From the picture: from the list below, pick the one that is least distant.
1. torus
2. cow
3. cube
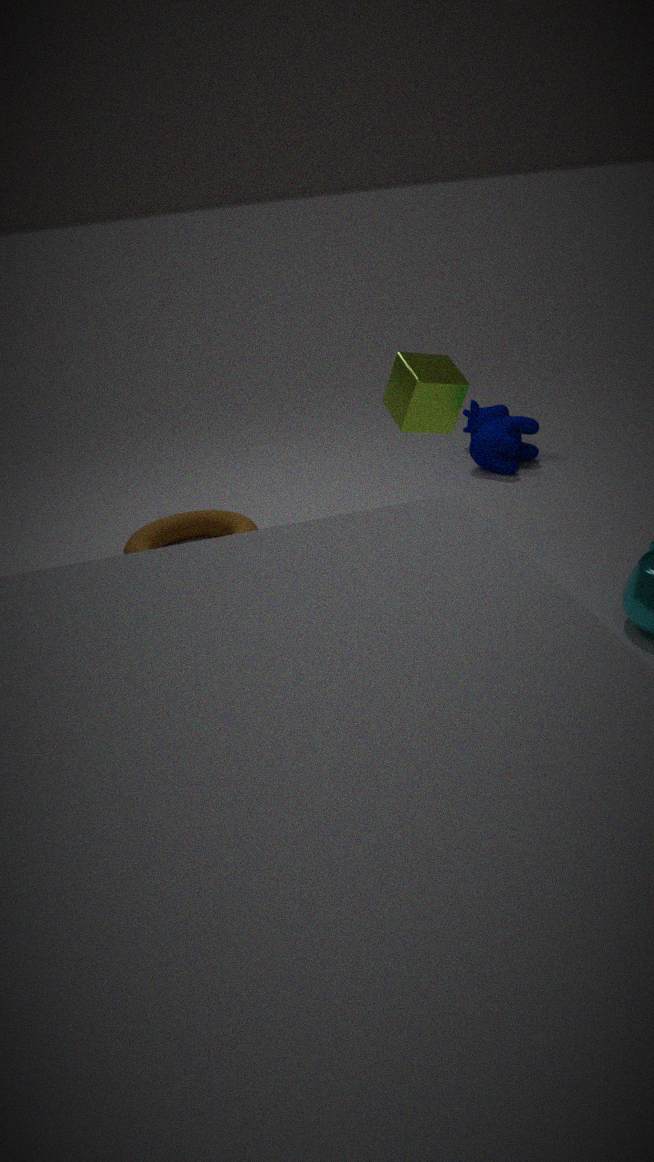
cube
